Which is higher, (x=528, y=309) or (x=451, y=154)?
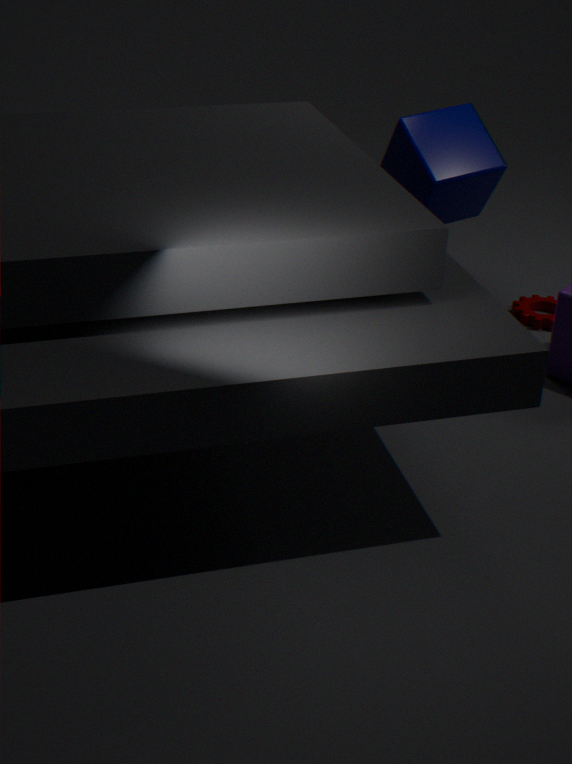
(x=451, y=154)
